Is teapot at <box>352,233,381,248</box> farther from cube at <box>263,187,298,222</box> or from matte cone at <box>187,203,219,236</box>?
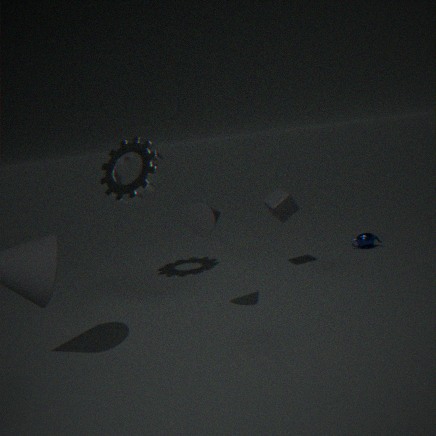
matte cone at <box>187,203,219,236</box>
